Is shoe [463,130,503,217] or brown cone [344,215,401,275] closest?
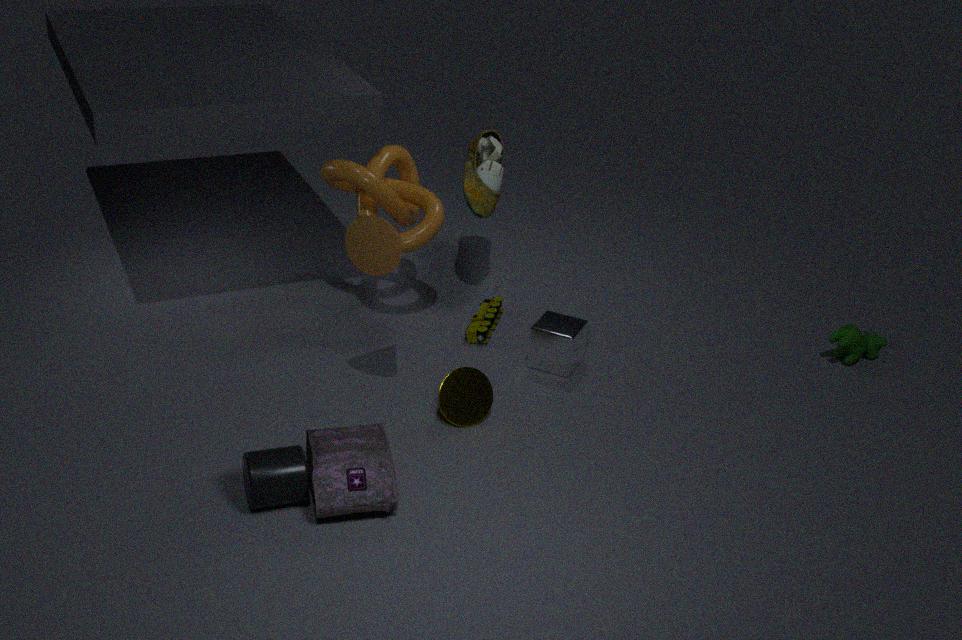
brown cone [344,215,401,275]
